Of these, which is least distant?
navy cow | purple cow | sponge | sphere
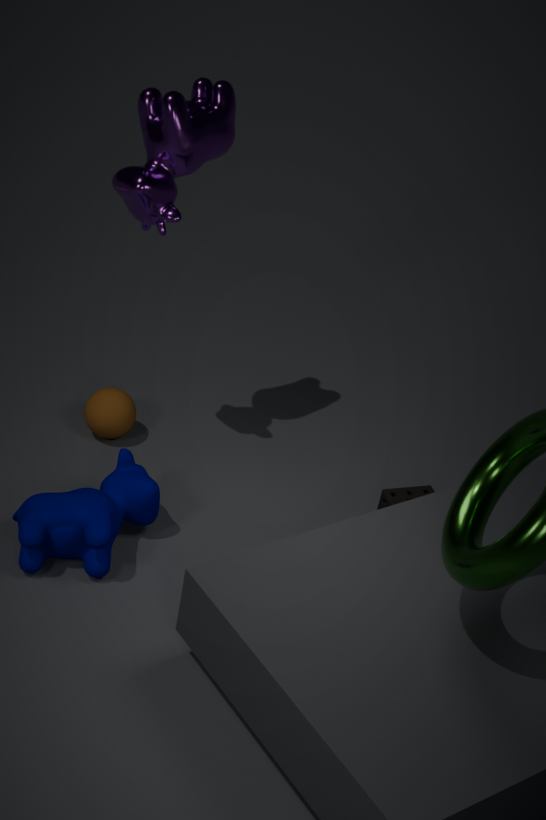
navy cow
